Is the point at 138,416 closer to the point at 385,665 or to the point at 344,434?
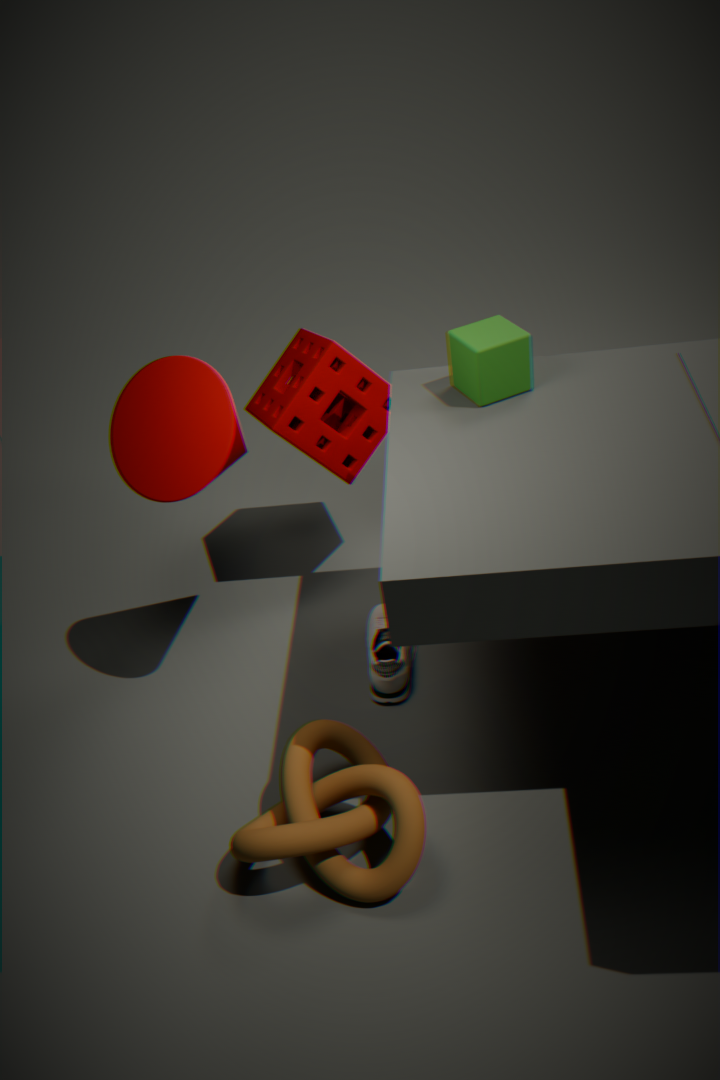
the point at 344,434
